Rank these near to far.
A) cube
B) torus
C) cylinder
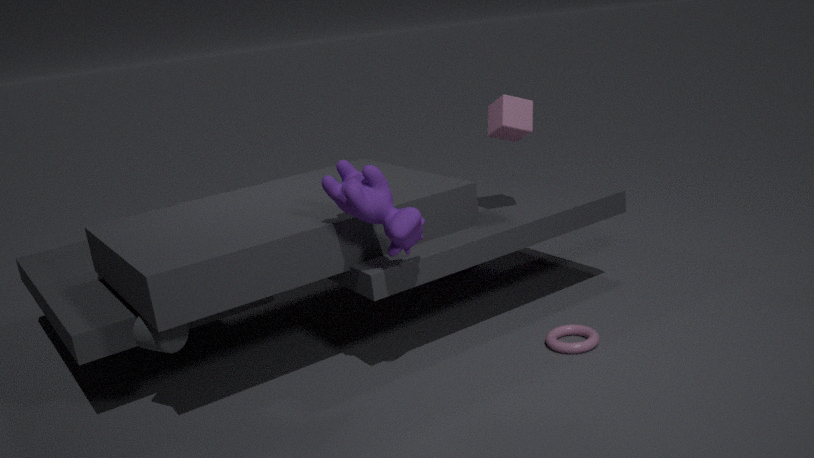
cylinder, torus, cube
